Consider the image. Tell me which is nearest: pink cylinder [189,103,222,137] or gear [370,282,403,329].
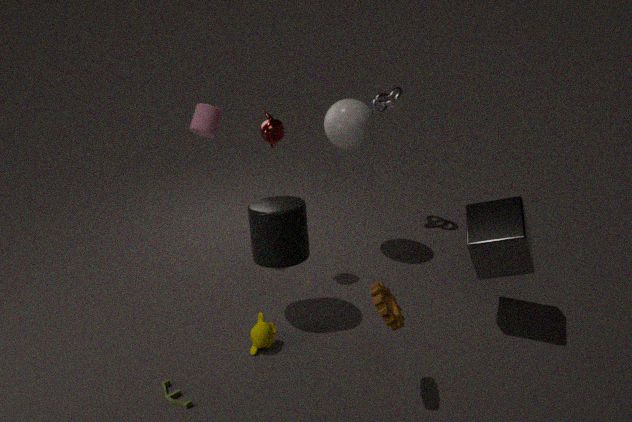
gear [370,282,403,329]
